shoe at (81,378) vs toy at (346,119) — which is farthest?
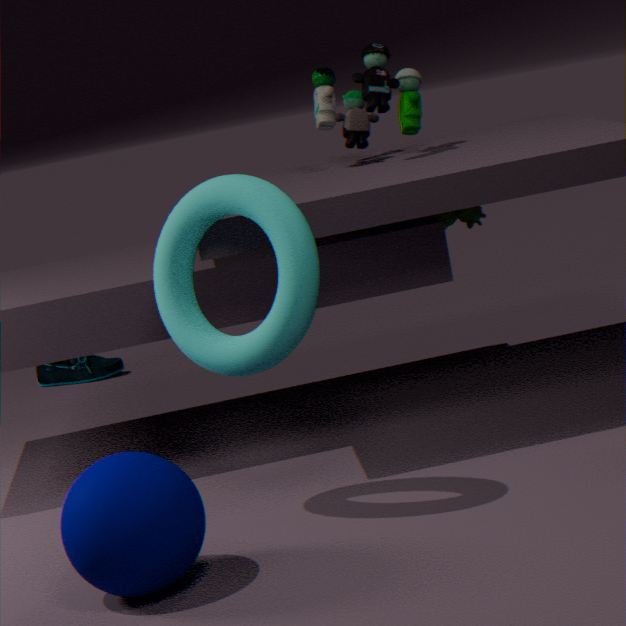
shoe at (81,378)
